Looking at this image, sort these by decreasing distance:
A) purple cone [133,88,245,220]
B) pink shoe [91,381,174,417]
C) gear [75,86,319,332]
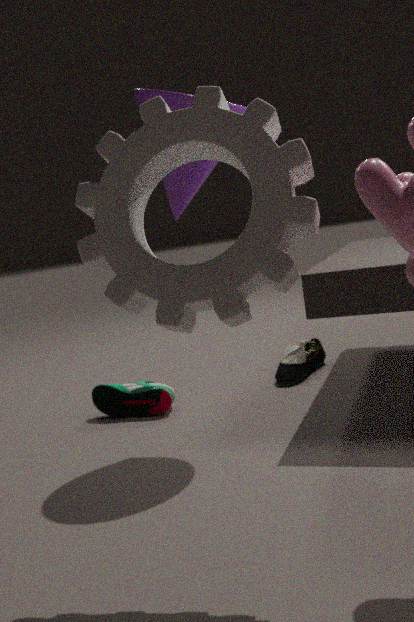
1. pink shoe [91,381,174,417]
2. purple cone [133,88,245,220]
3. gear [75,86,319,332]
